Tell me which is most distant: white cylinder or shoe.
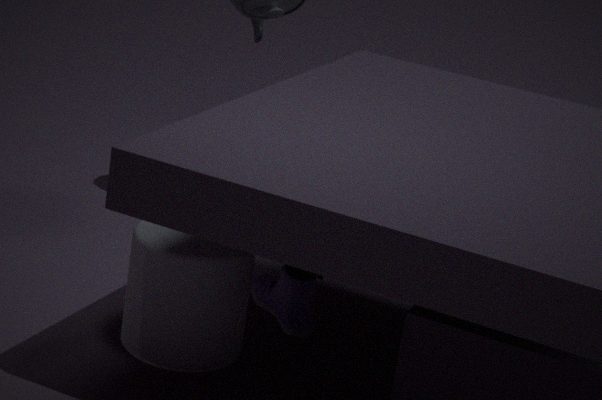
shoe
